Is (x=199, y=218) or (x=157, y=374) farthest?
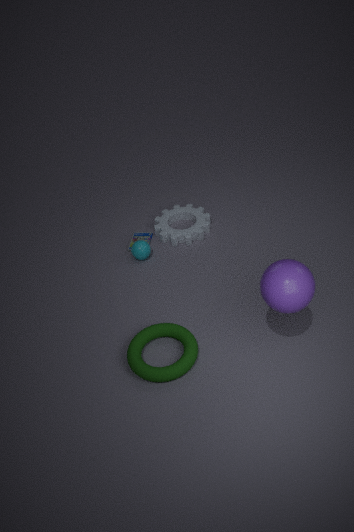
(x=199, y=218)
